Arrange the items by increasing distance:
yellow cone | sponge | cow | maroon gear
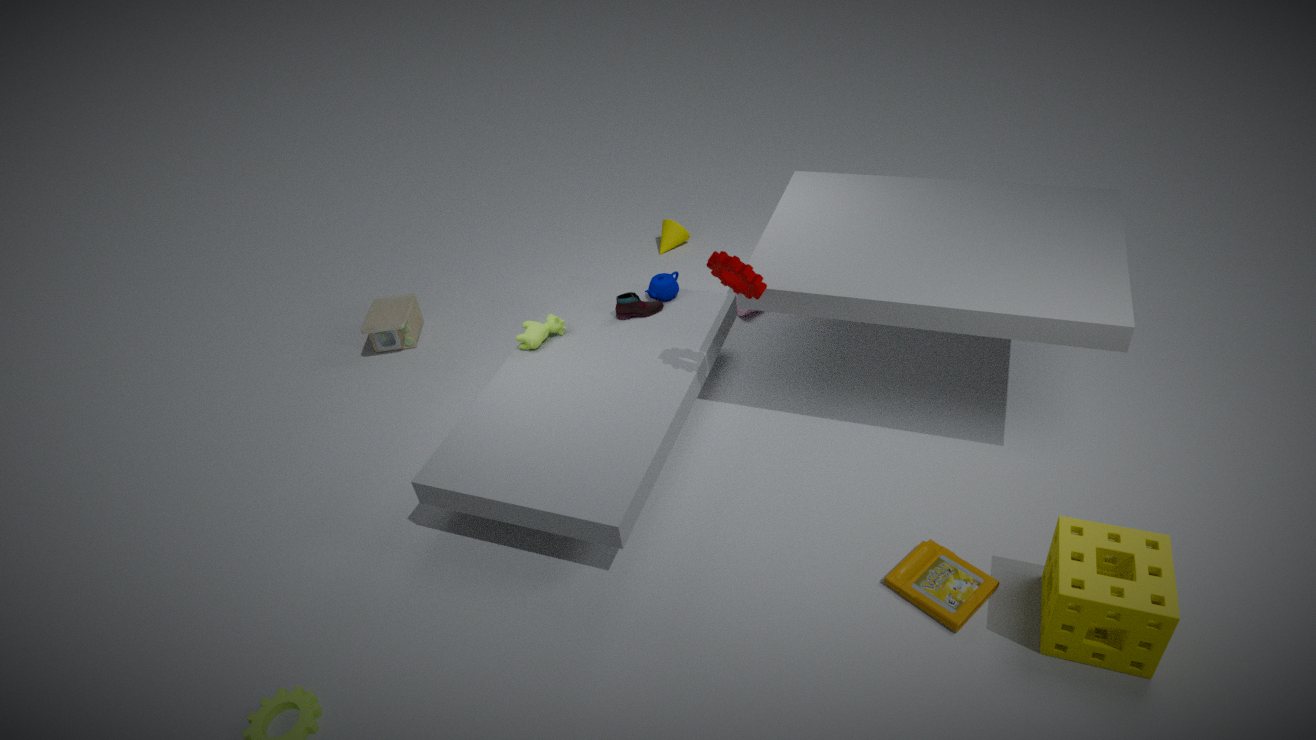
sponge
maroon gear
cow
yellow cone
